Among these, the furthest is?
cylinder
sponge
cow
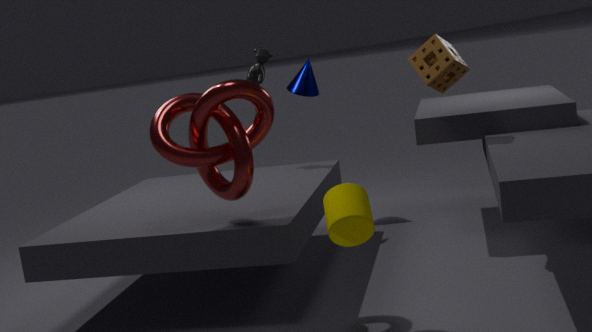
cow
